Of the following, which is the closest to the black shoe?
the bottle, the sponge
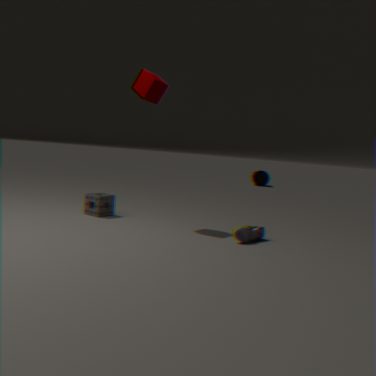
the sponge
